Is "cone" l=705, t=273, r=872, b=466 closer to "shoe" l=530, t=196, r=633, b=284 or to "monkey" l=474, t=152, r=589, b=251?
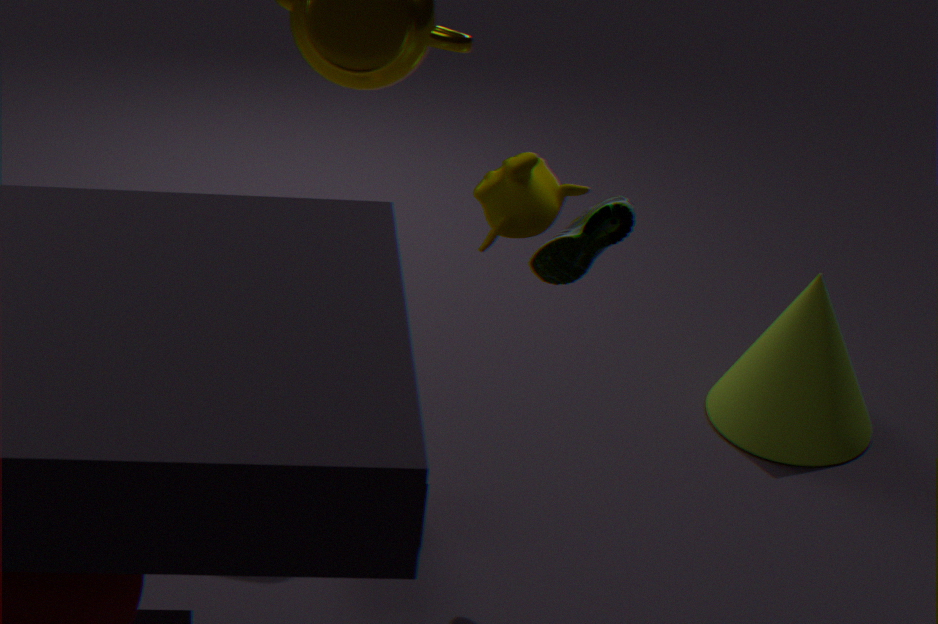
"shoe" l=530, t=196, r=633, b=284
